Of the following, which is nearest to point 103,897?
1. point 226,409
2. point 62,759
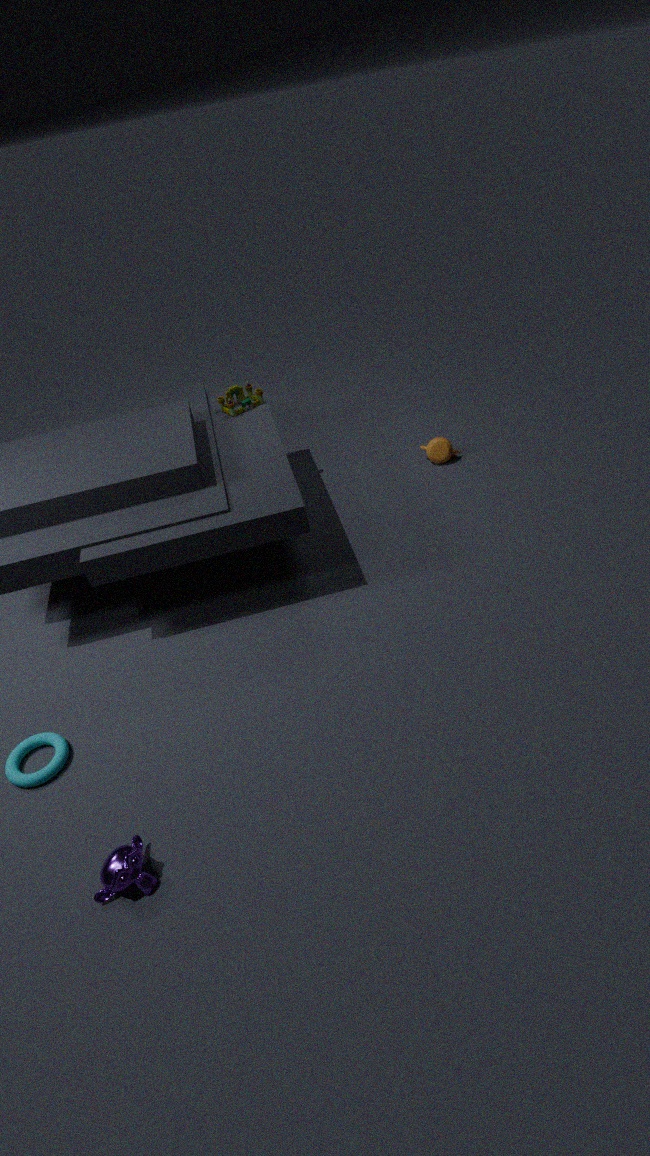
point 62,759
